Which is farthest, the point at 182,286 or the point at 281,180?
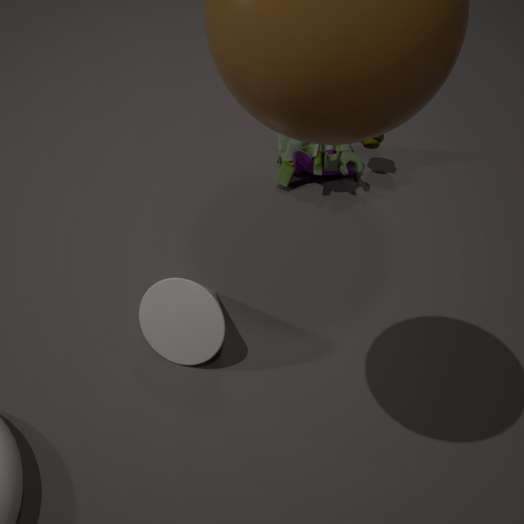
the point at 281,180
